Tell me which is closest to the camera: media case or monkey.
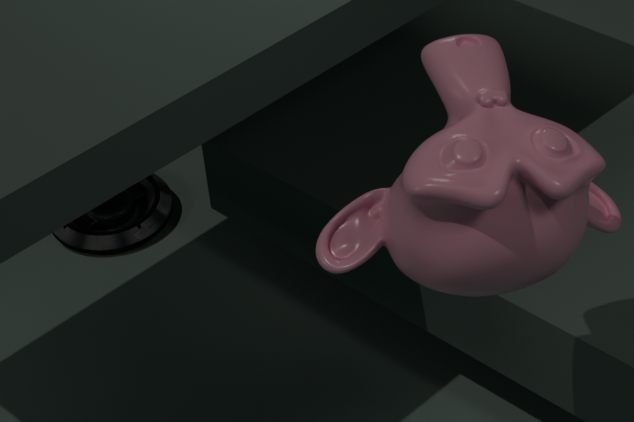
monkey
